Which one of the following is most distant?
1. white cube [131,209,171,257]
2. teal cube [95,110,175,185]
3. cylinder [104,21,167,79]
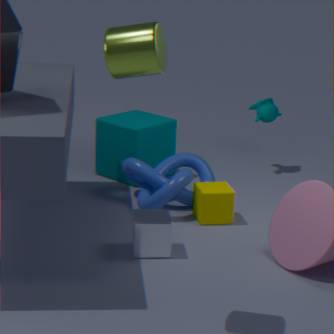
teal cube [95,110,175,185]
